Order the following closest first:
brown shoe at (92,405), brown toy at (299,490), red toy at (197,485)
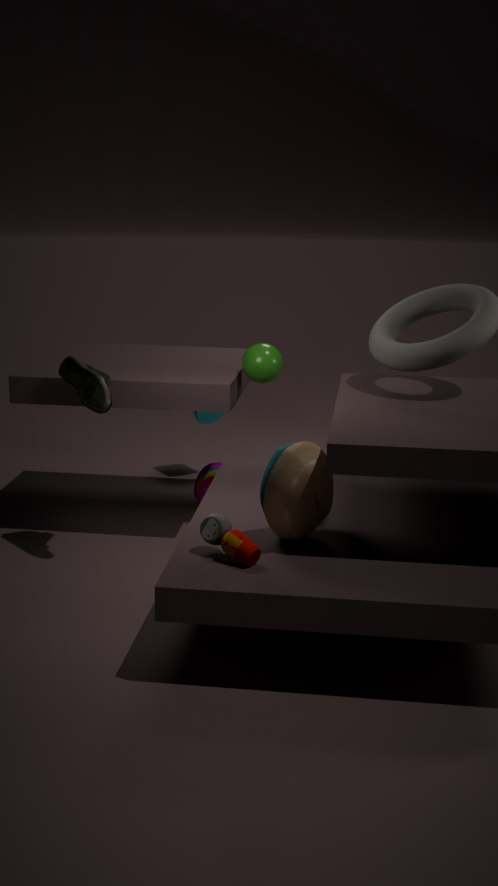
brown toy at (299,490)
brown shoe at (92,405)
red toy at (197,485)
